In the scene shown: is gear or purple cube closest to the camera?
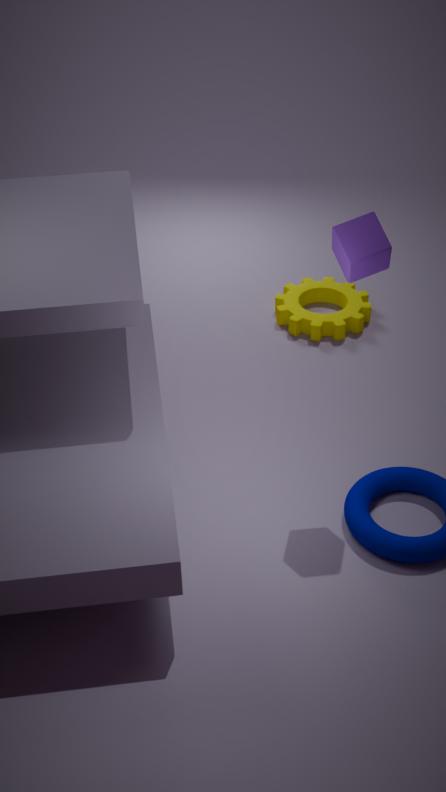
purple cube
